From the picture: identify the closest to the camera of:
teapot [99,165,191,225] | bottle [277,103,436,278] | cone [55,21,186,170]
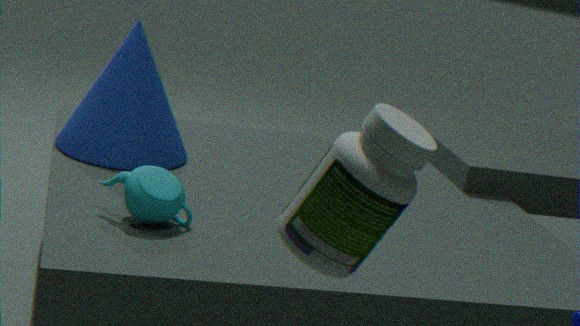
bottle [277,103,436,278]
